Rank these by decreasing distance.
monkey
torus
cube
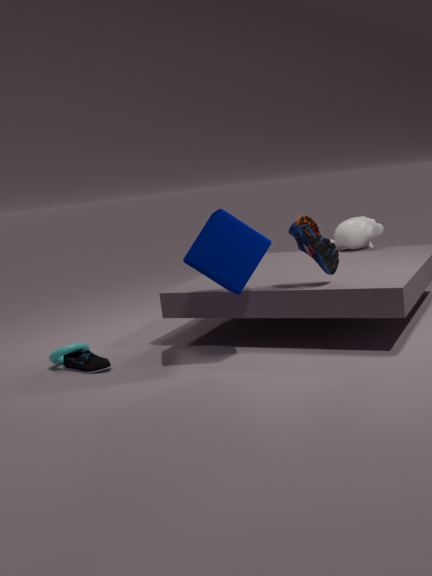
monkey, torus, cube
